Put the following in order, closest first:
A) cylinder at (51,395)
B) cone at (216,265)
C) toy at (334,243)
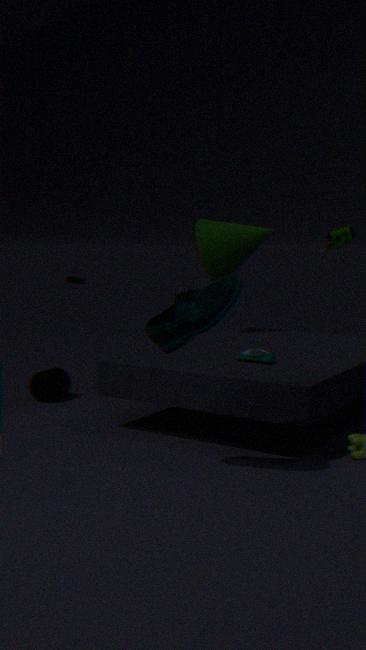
toy at (334,243) < cylinder at (51,395) < cone at (216,265)
